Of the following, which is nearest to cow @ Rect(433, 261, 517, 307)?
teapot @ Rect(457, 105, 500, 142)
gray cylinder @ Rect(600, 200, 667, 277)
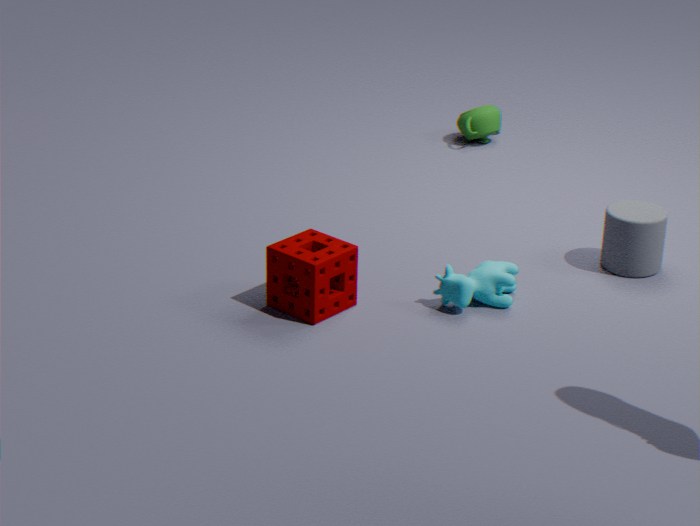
gray cylinder @ Rect(600, 200, 667, 277)
